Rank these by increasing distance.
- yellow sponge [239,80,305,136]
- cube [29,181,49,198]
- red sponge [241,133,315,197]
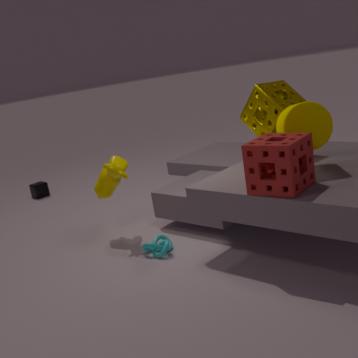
red sponge [241,133,315,197] < yellow sponge [239,80,305,136] < cube [29,181,49,198]
